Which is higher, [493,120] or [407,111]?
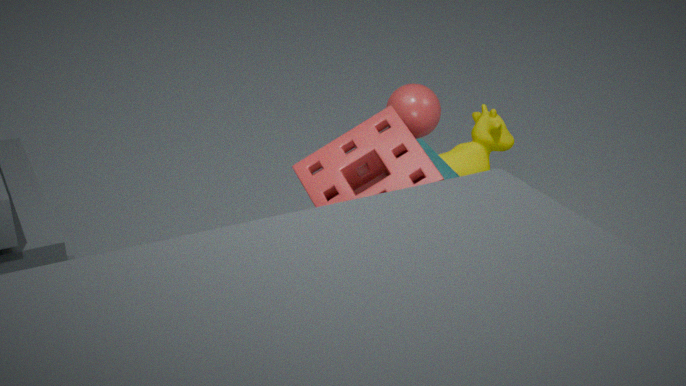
[407,111]
